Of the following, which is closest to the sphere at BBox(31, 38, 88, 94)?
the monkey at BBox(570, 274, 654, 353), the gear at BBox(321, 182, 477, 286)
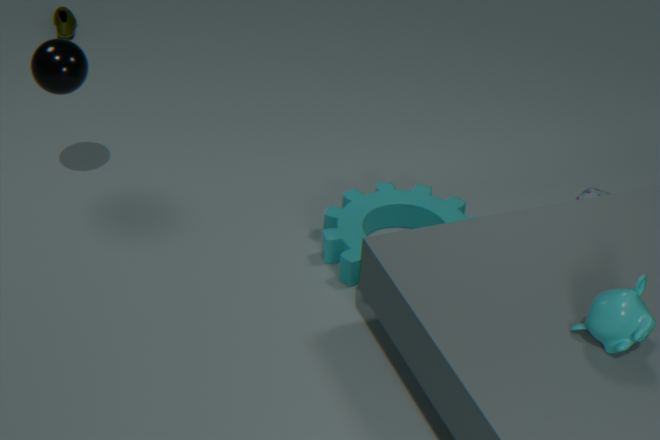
the gear at BBox(321, 182, 477, 286)
